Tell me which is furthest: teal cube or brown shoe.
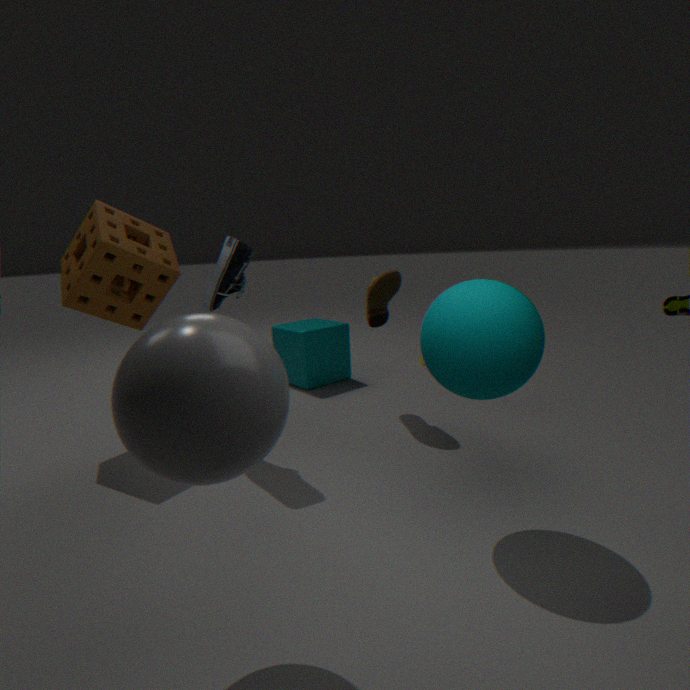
teal cube
